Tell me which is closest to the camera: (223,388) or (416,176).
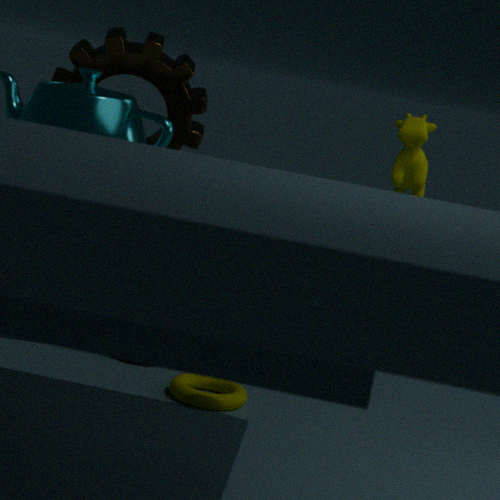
(416,176)
